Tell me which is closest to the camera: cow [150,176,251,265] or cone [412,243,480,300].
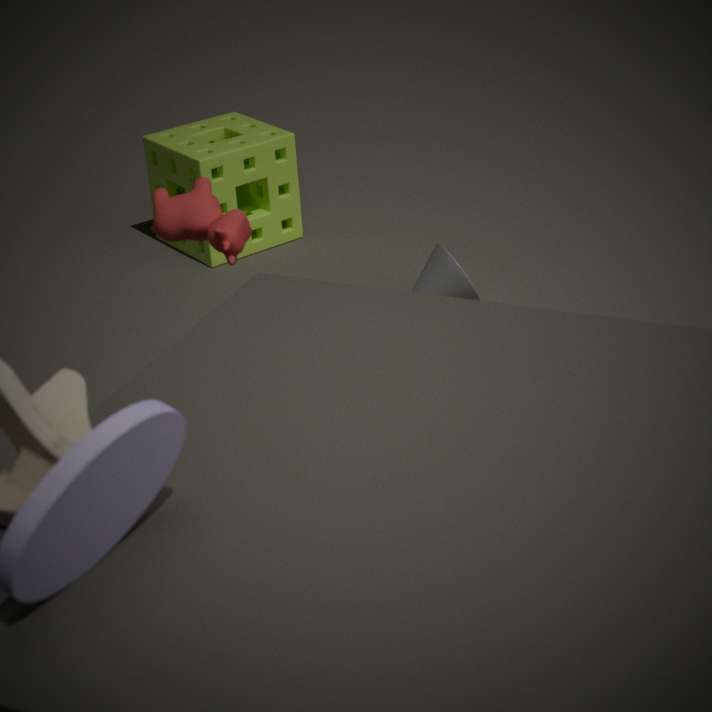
cow [150,176,251,265]
